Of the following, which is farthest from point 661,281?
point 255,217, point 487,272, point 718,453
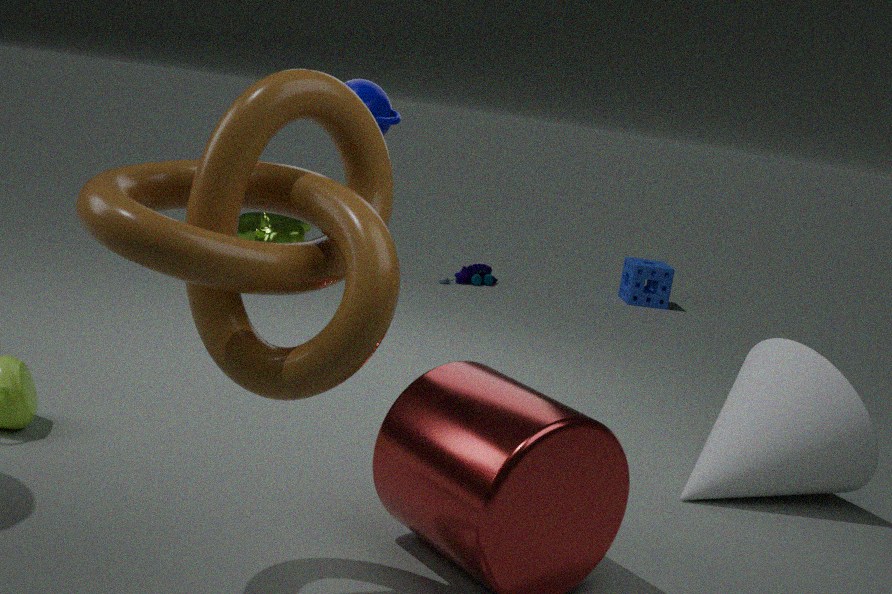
point 718,453
